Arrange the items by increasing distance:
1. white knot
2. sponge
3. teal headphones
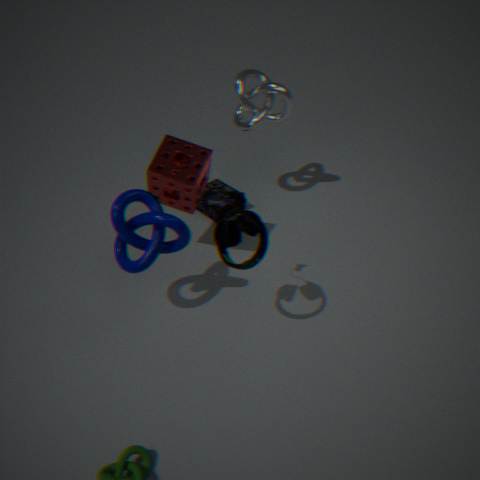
teal headphones, sponge, white knot
